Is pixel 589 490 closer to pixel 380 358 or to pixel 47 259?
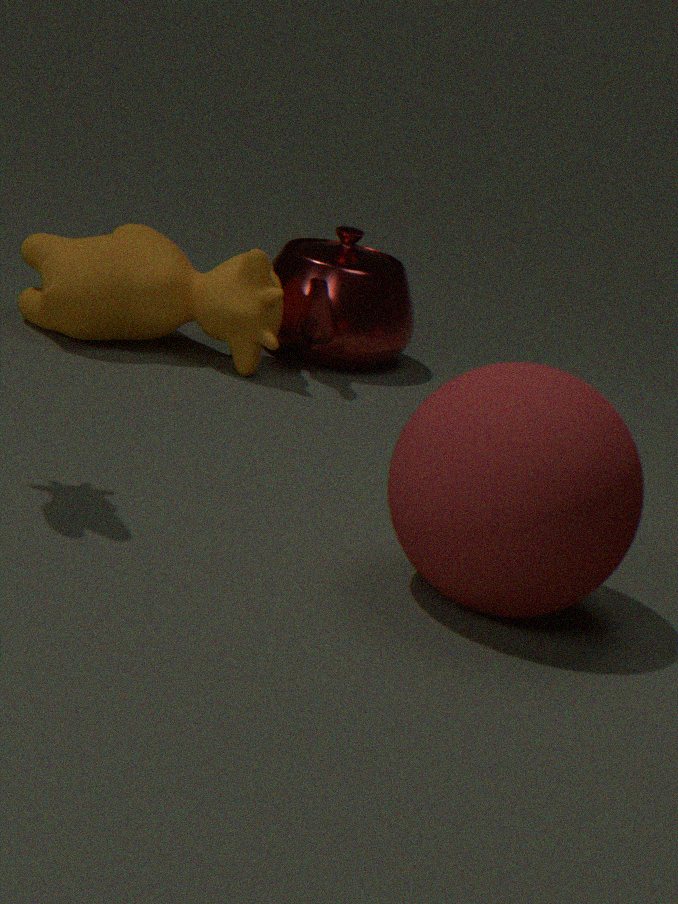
pixel 47 259
